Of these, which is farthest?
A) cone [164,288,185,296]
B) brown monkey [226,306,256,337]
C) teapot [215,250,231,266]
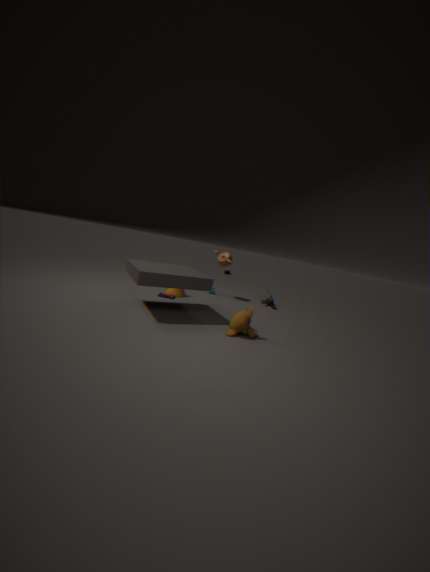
teapot [215,250,231,266]
